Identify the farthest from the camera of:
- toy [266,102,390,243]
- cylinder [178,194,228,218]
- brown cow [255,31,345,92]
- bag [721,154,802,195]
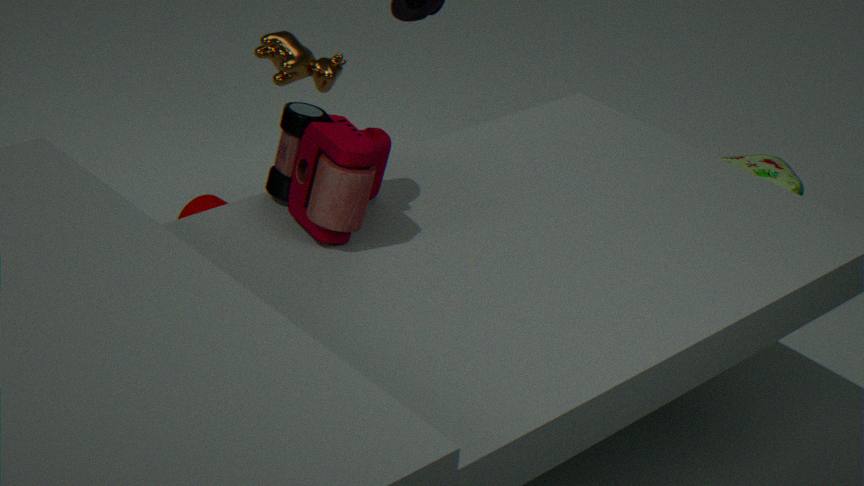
bag [721,154,802,195]
